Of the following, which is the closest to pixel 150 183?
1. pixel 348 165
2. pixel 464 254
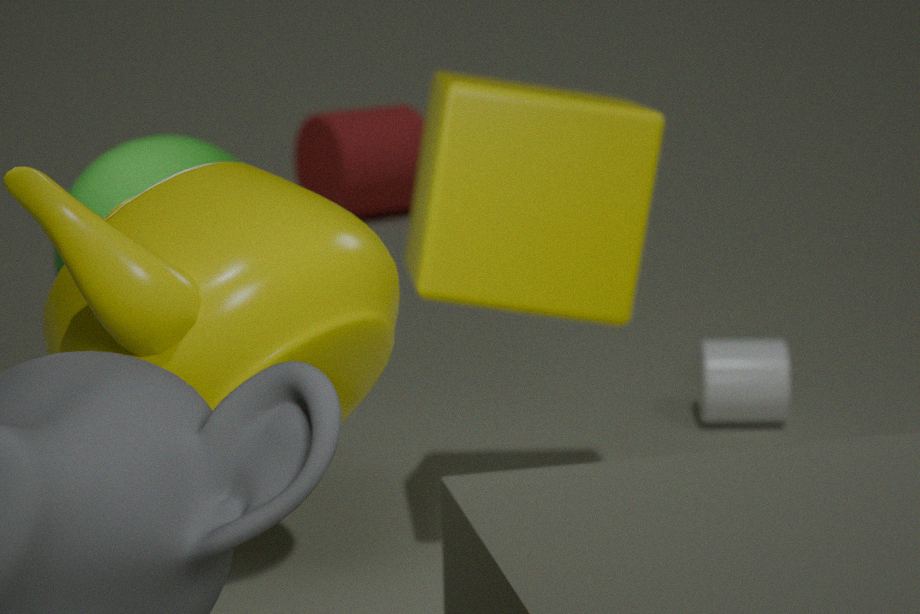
pixel 464 254
